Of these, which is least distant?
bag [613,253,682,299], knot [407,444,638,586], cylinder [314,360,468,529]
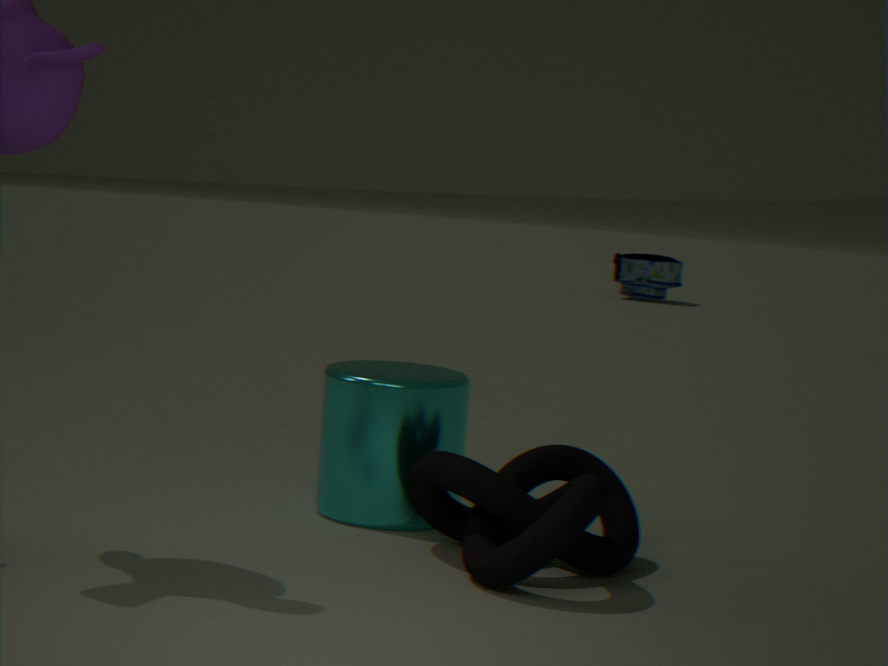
knot [407,444,638,586]
